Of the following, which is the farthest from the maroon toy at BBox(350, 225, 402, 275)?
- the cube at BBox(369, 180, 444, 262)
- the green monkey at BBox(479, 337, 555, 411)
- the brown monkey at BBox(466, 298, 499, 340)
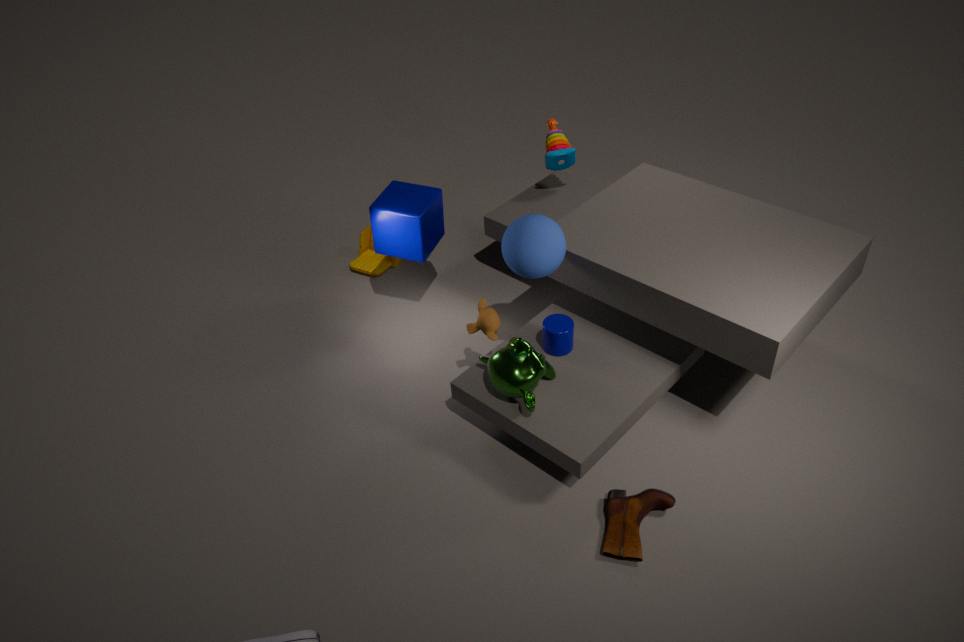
the green monkey at BBox(479, 337, 555, 411)
